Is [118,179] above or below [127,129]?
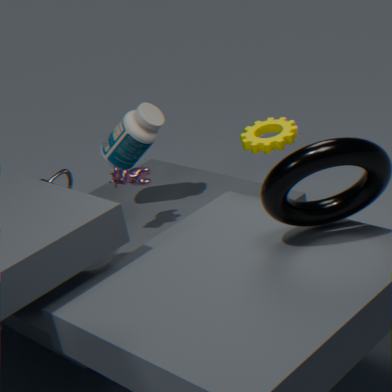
below
